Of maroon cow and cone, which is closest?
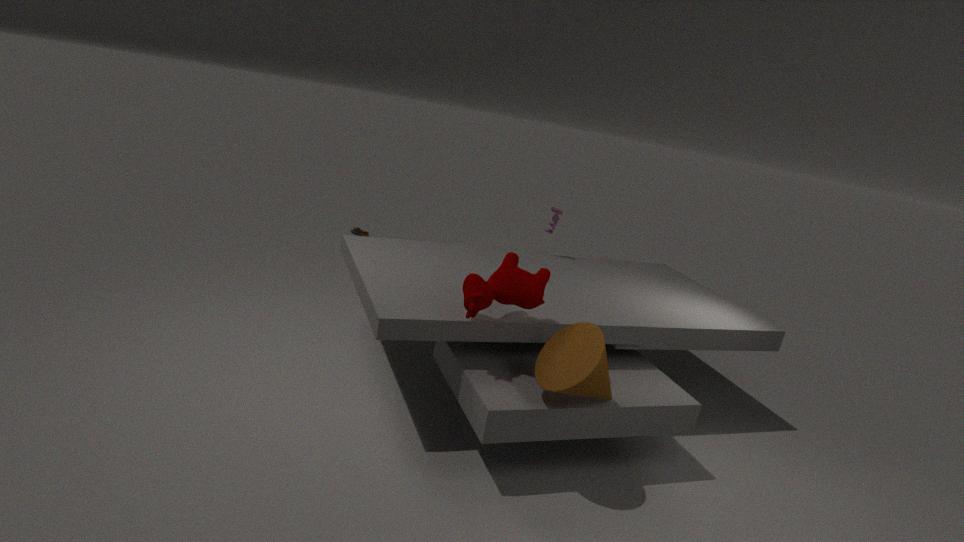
→ cone
